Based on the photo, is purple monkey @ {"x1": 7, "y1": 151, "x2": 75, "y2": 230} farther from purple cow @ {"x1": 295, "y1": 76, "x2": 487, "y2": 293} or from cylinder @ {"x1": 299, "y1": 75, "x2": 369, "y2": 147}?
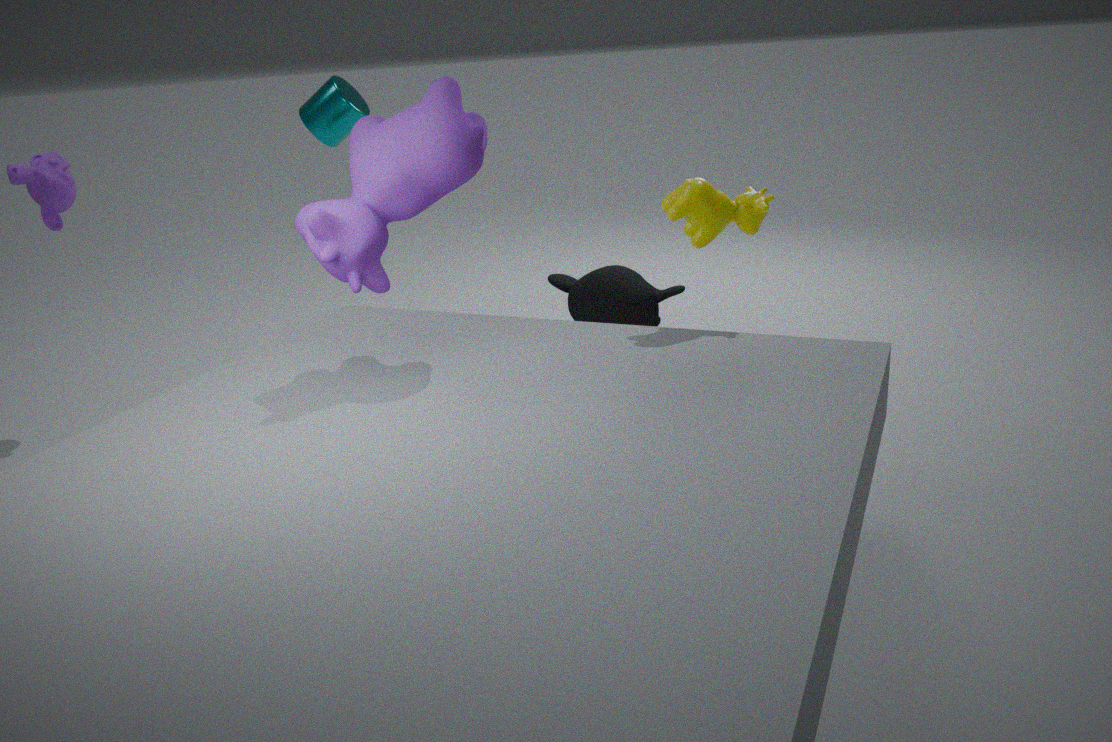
purple cow @ {"x1": 295, "y1": 76, "x2": 487, "y2": 293}
